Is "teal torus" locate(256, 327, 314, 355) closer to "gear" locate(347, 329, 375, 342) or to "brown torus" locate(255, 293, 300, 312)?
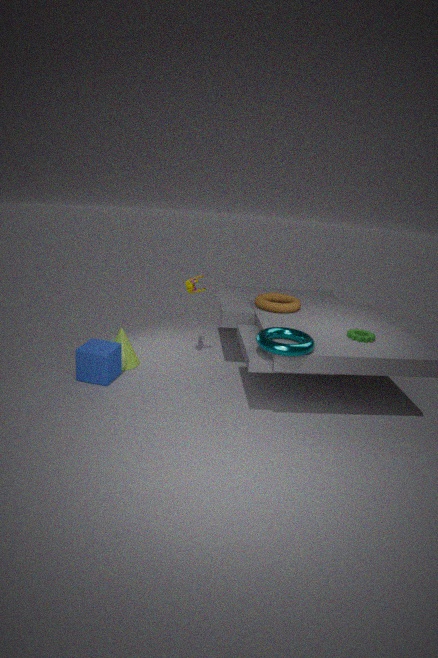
"gear" locate(347, 329, 375, 342)
